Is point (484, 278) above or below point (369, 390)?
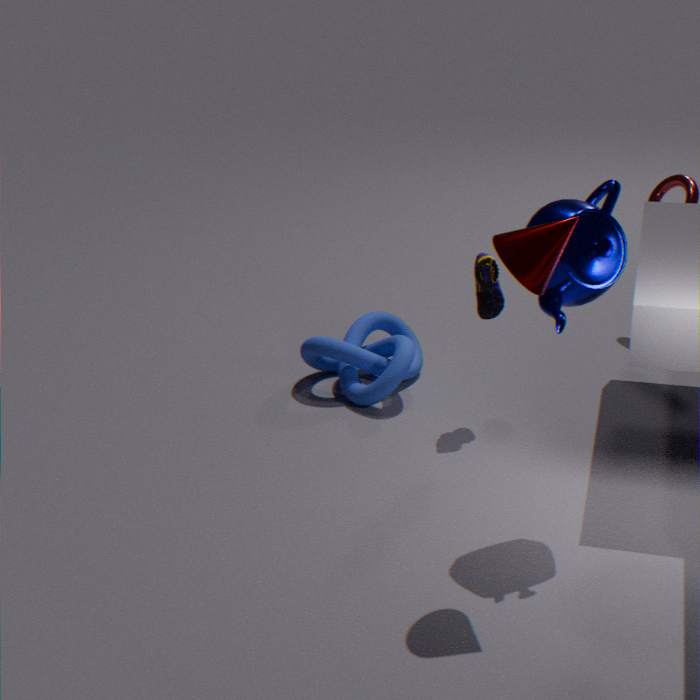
above
